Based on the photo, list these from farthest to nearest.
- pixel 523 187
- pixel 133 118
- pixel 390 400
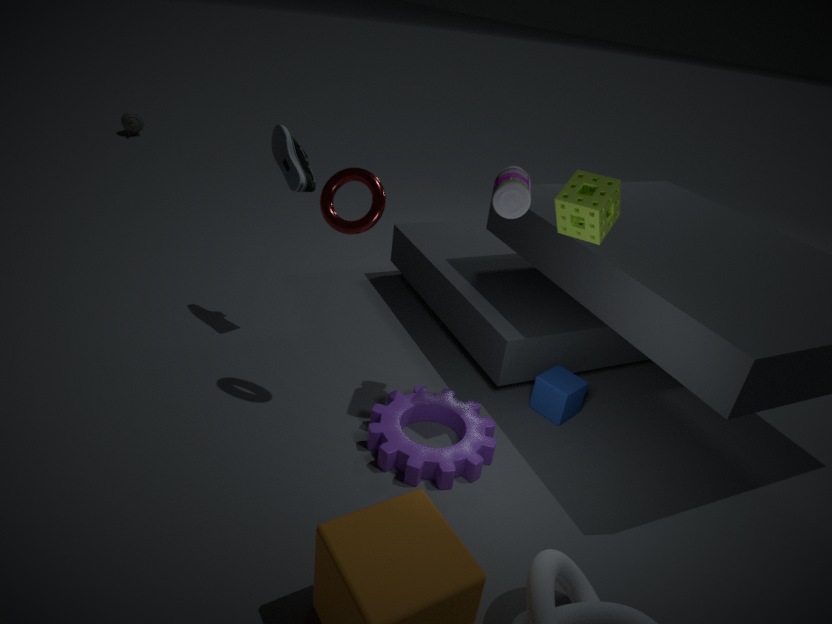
pixel 133 118, pixel 390 400, pixel 523 187
